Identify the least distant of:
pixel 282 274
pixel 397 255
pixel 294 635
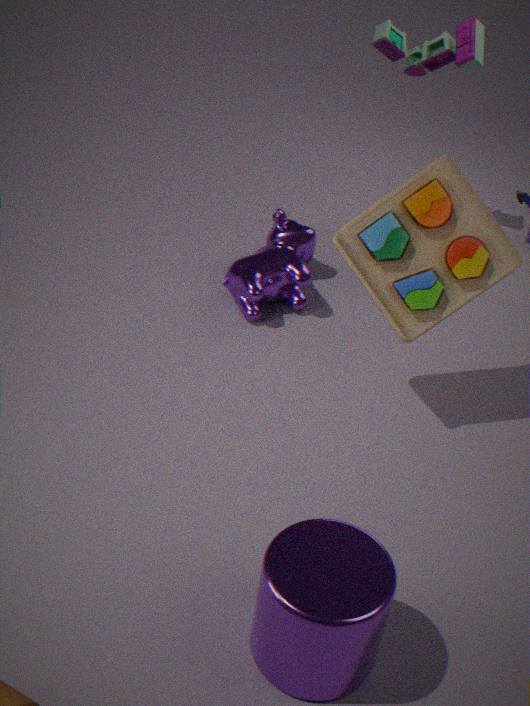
pixel 294 635
